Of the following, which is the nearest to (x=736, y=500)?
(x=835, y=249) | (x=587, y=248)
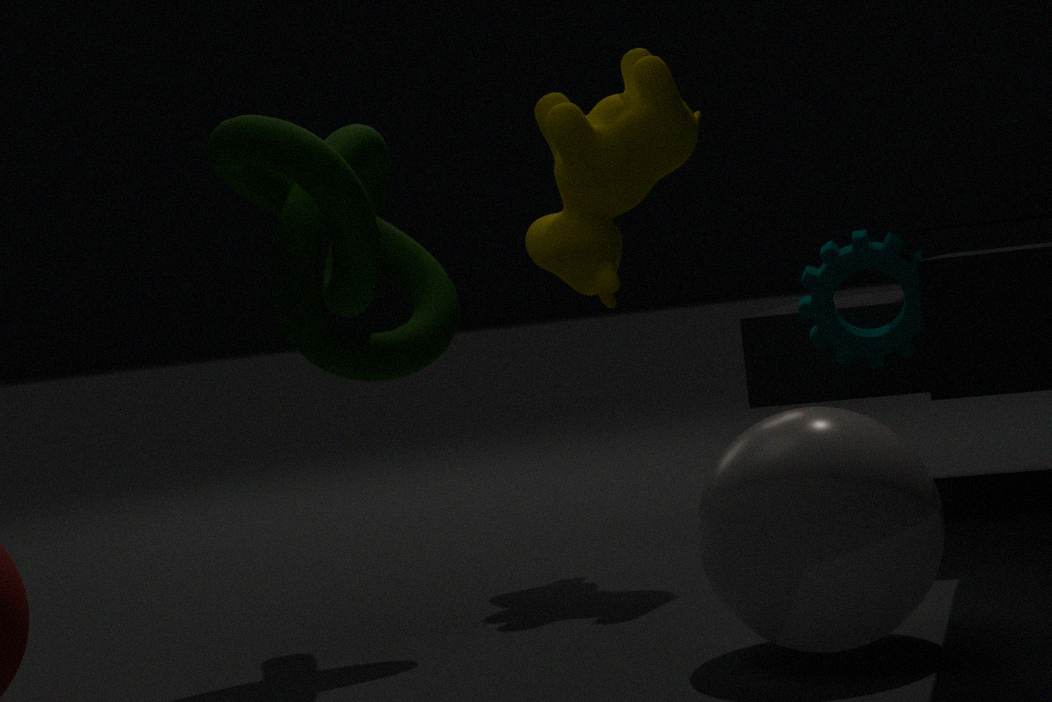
(x=835, y=249)
